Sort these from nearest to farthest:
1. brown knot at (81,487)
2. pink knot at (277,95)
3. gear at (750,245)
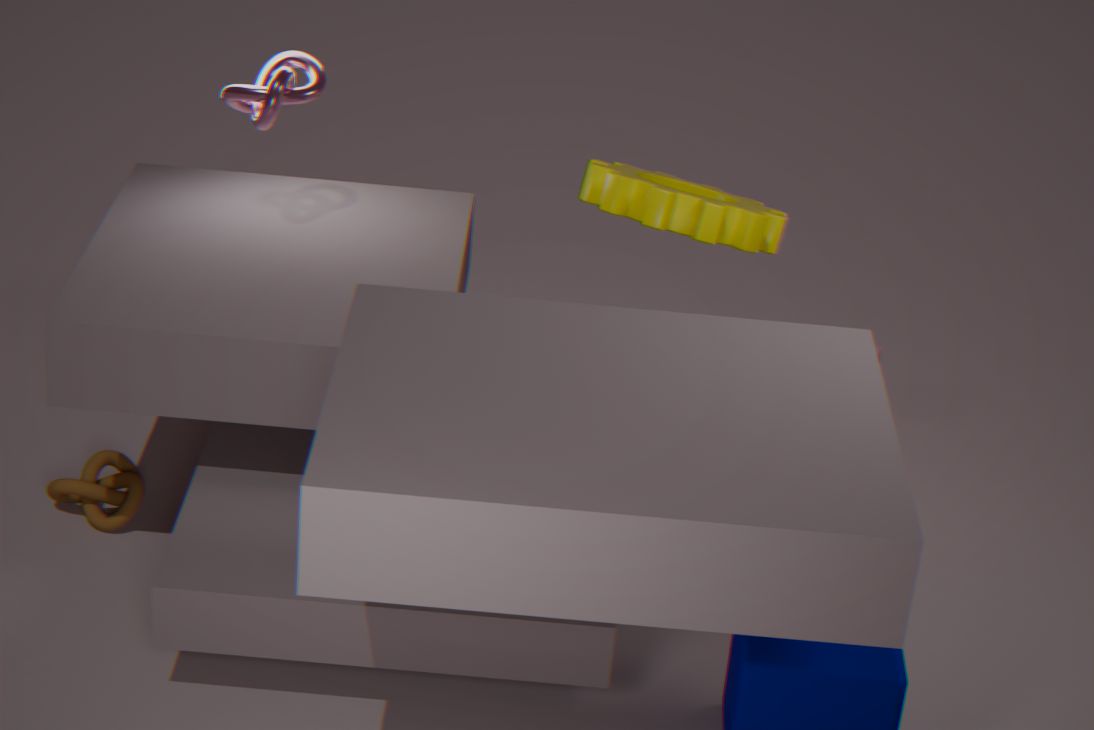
pink knot at (277,95)
gear at (750,245)
brown knot at (81,487)
